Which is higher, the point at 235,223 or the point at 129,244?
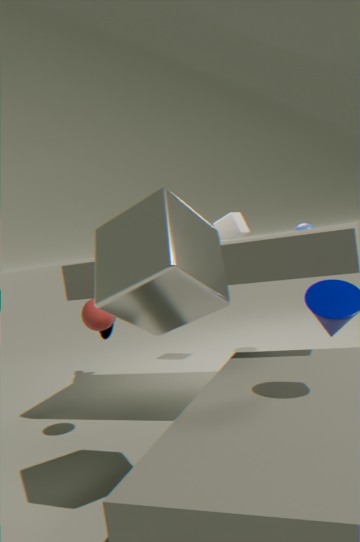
the point at 235,223
